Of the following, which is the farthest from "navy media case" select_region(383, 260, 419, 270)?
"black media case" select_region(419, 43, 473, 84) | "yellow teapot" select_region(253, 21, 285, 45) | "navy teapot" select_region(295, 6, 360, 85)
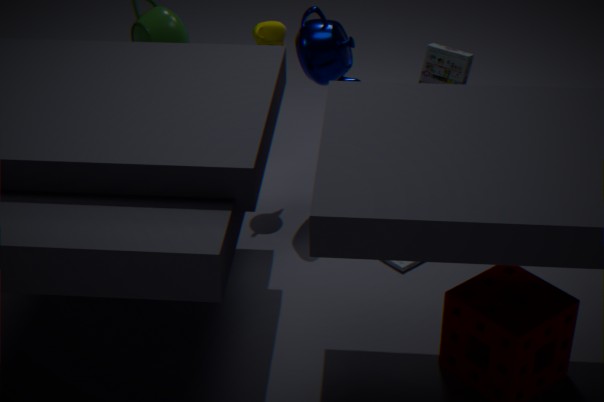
"yellow teapot" select_region(253, 21, 285, 45)
